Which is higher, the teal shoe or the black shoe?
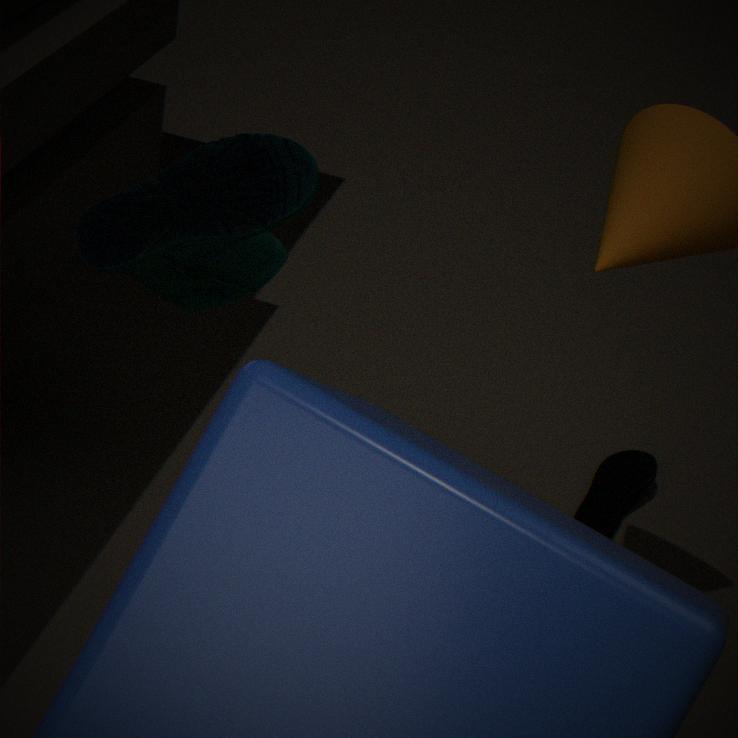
the teal shoe
